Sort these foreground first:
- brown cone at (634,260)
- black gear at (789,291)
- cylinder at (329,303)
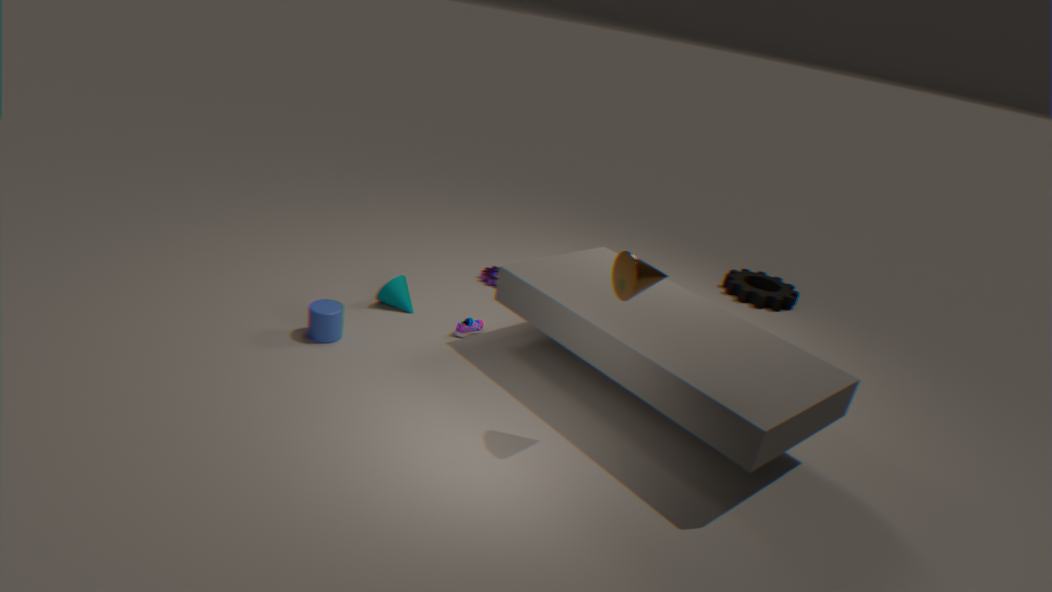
brown cone at (634,260) < cylinder at (329,303) < black gear at (789,291)
